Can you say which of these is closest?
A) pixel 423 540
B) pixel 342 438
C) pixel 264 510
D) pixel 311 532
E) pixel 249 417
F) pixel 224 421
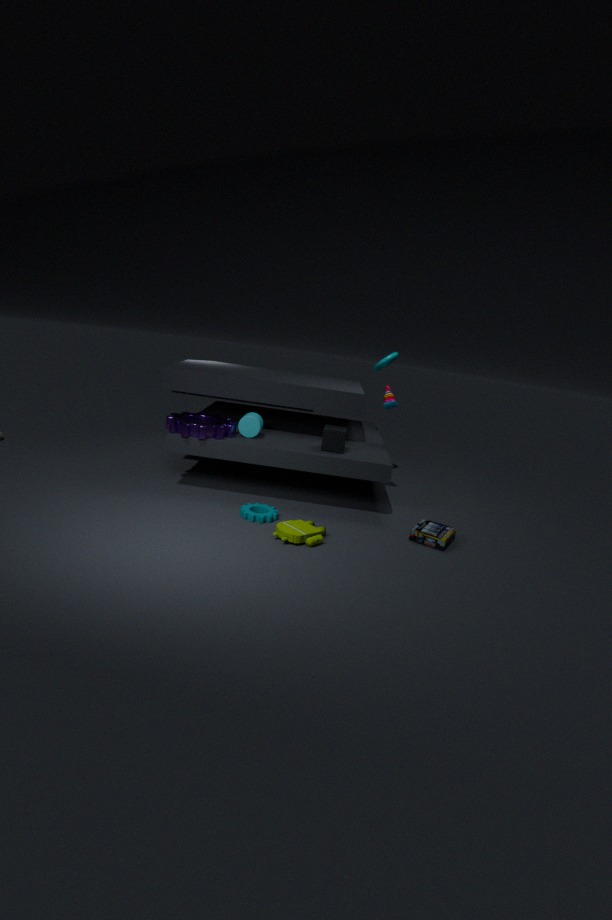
pixel 311 532
